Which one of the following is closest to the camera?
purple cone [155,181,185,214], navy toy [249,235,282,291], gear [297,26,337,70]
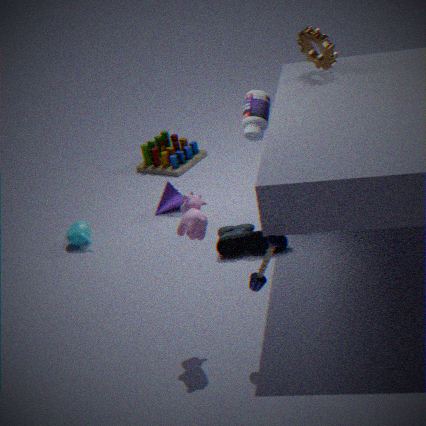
navy toy [249,235,282,291]
